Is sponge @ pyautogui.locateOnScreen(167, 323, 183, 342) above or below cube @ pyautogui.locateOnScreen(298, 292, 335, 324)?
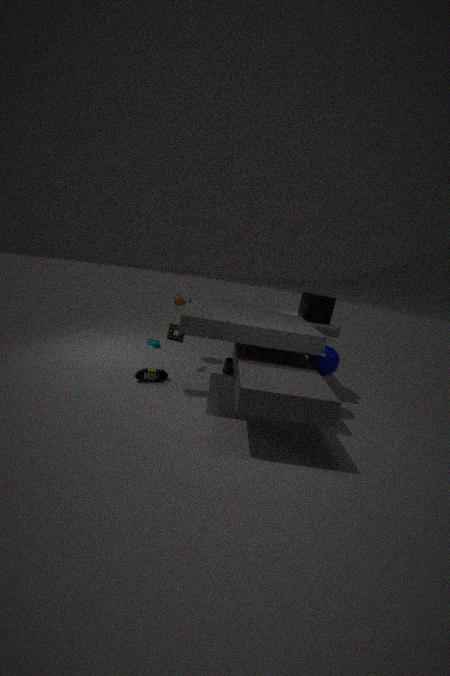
below
